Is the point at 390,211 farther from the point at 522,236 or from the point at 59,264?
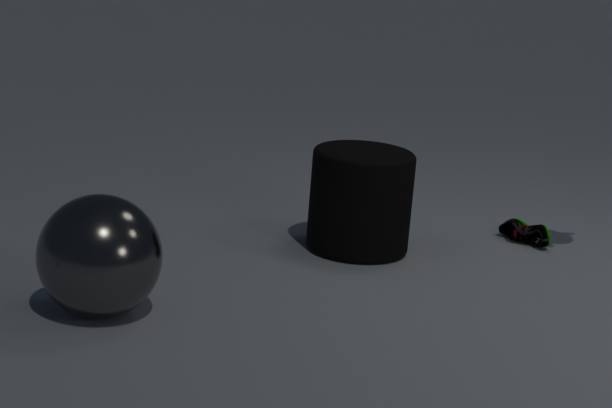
the point at 59,264
